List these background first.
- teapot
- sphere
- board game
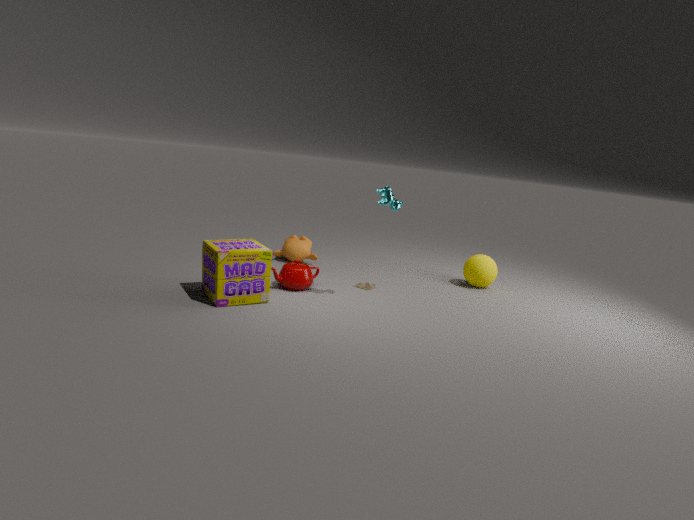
sphere, teapot, board game
